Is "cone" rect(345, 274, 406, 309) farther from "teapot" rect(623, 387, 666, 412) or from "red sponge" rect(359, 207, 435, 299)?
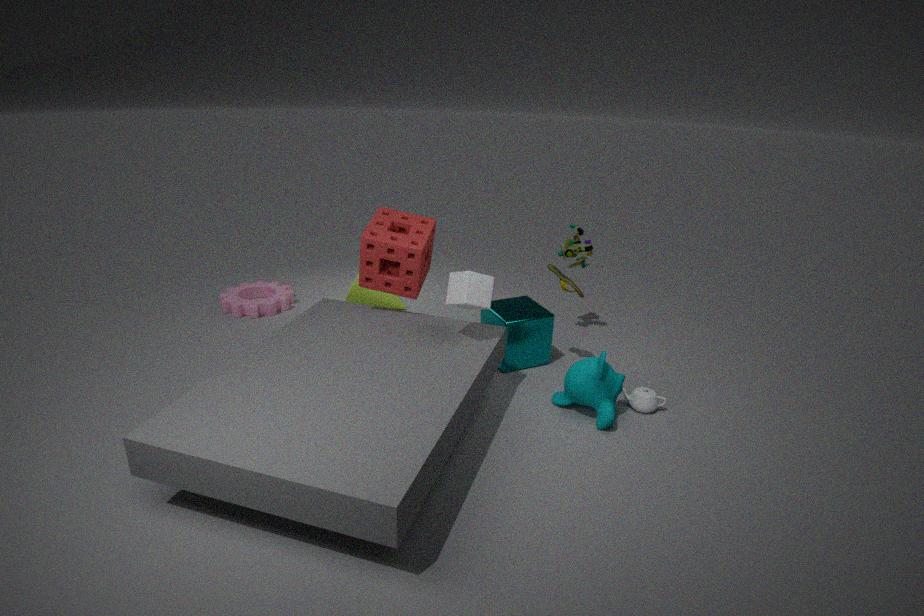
"teapot" rect(623, 387, 666, 412)
